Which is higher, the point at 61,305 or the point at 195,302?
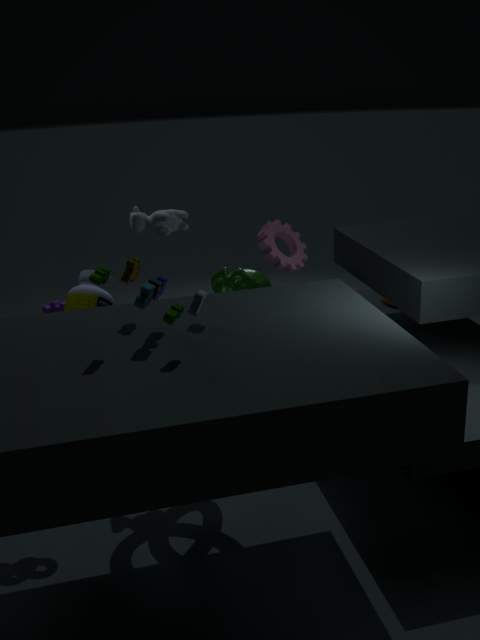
the point at 195,302
